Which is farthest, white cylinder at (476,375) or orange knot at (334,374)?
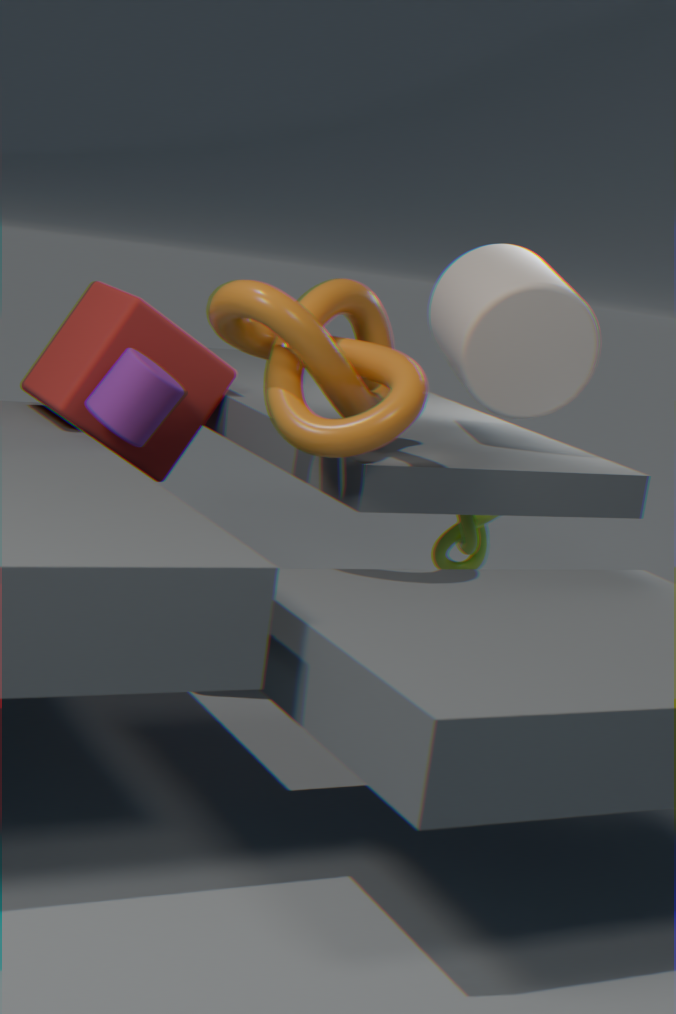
white cylinder at (476,375)
